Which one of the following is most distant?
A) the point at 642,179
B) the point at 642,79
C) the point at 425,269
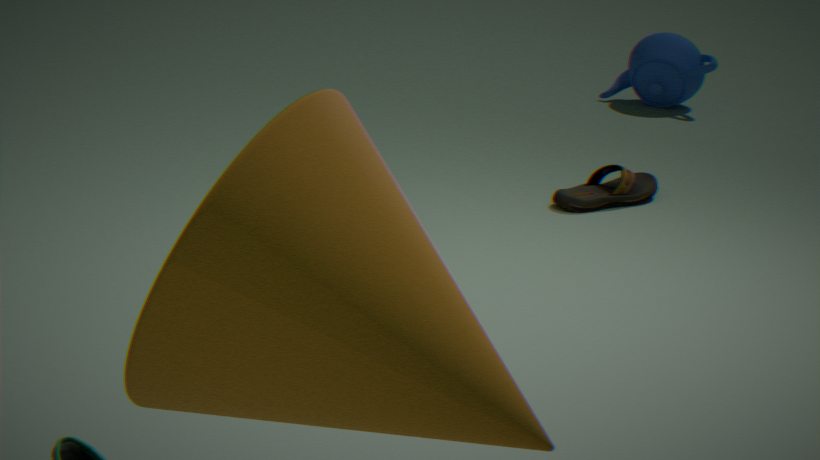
the point at 642,79
